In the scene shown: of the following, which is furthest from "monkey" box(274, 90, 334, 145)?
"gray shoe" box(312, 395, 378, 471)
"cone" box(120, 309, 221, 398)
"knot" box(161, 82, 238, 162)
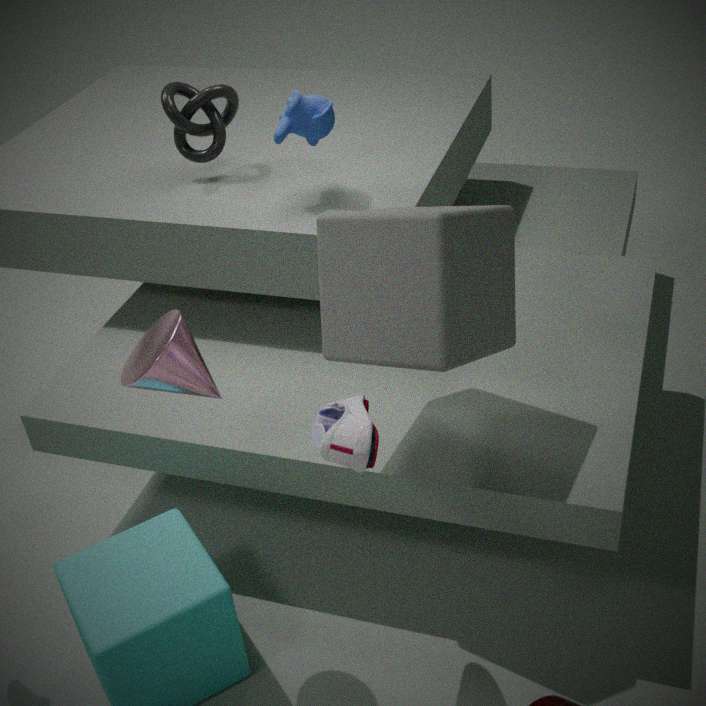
"gray shoe" box(312, 395, 378, 471)
